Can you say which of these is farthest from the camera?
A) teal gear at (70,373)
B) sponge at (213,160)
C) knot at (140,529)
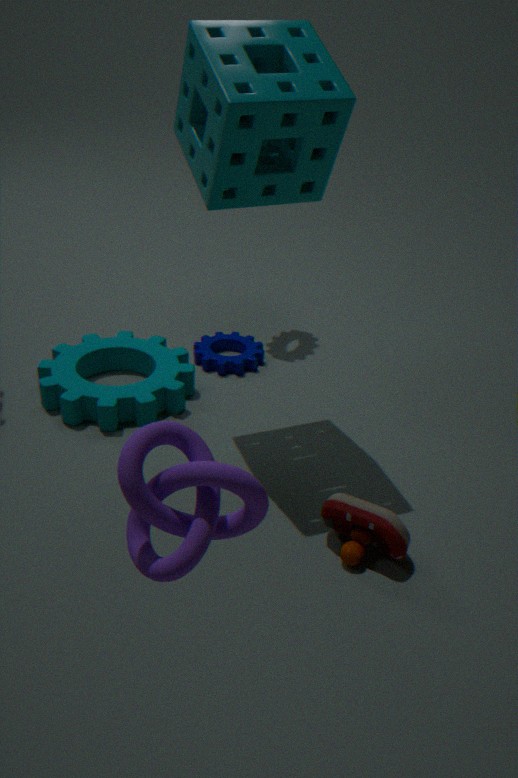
teal gear at (70,373)
